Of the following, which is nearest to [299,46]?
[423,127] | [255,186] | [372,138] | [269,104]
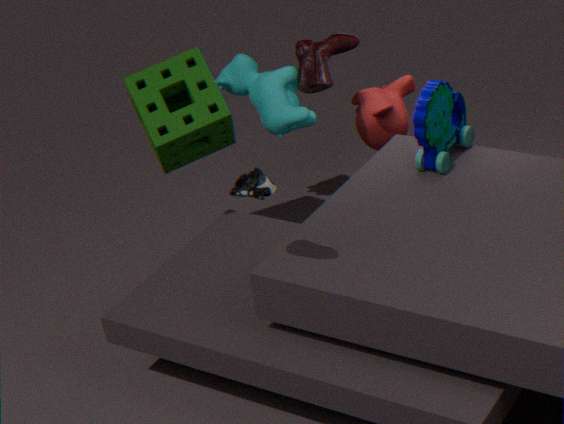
[269,104]
